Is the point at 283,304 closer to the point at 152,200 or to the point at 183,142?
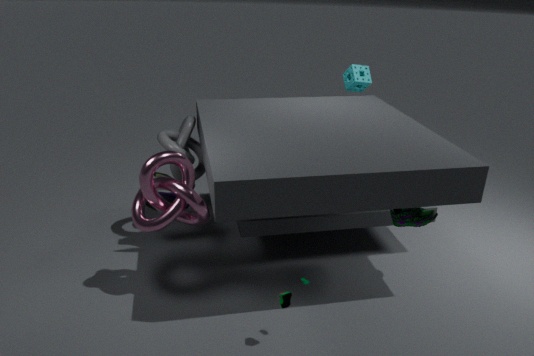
the point at 152,200
